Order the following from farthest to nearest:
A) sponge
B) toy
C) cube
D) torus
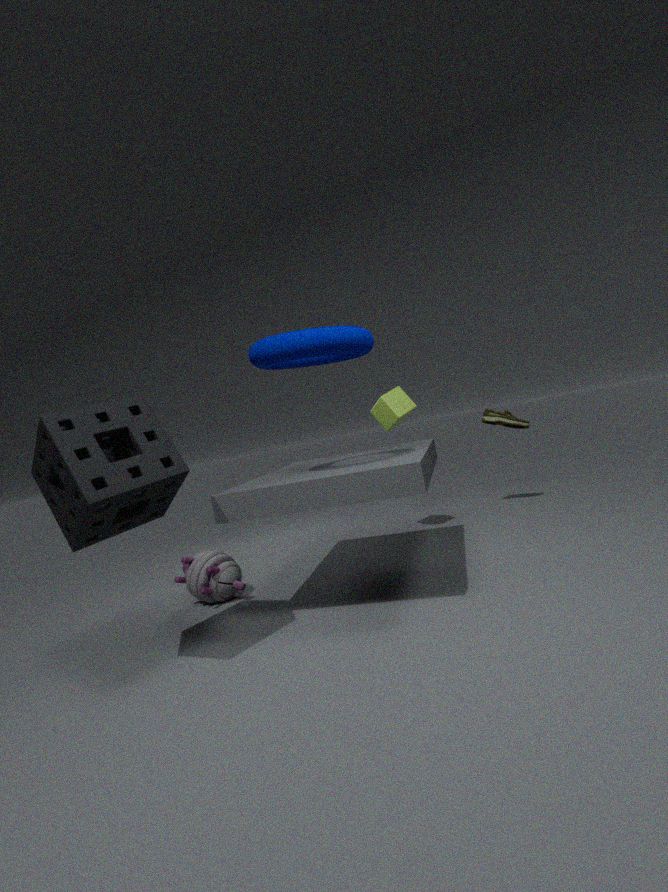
cube
toy
torus
sponge
